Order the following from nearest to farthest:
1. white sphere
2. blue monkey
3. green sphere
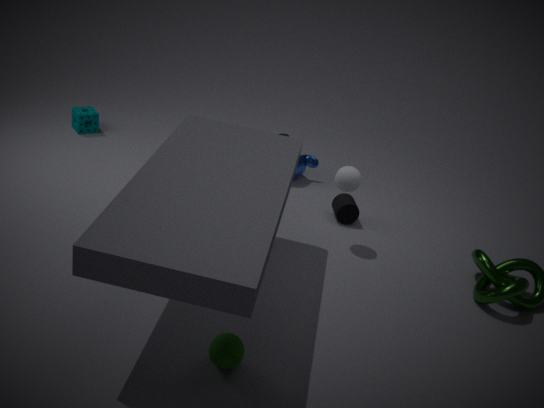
green sphere < white sphere < blue monkey
